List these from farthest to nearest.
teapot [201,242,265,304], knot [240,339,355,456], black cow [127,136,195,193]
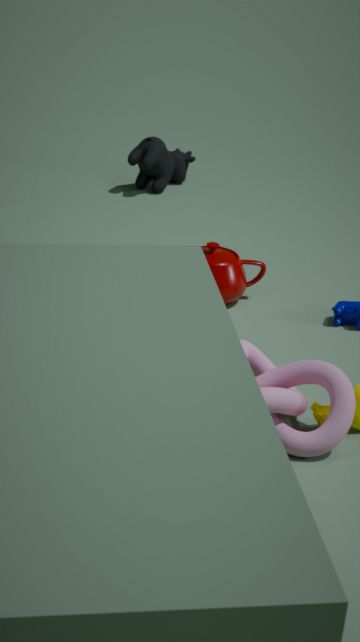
black cow [127,136,195,193] → teapot [201,242,265,304] → knot [240,339,355,456]
